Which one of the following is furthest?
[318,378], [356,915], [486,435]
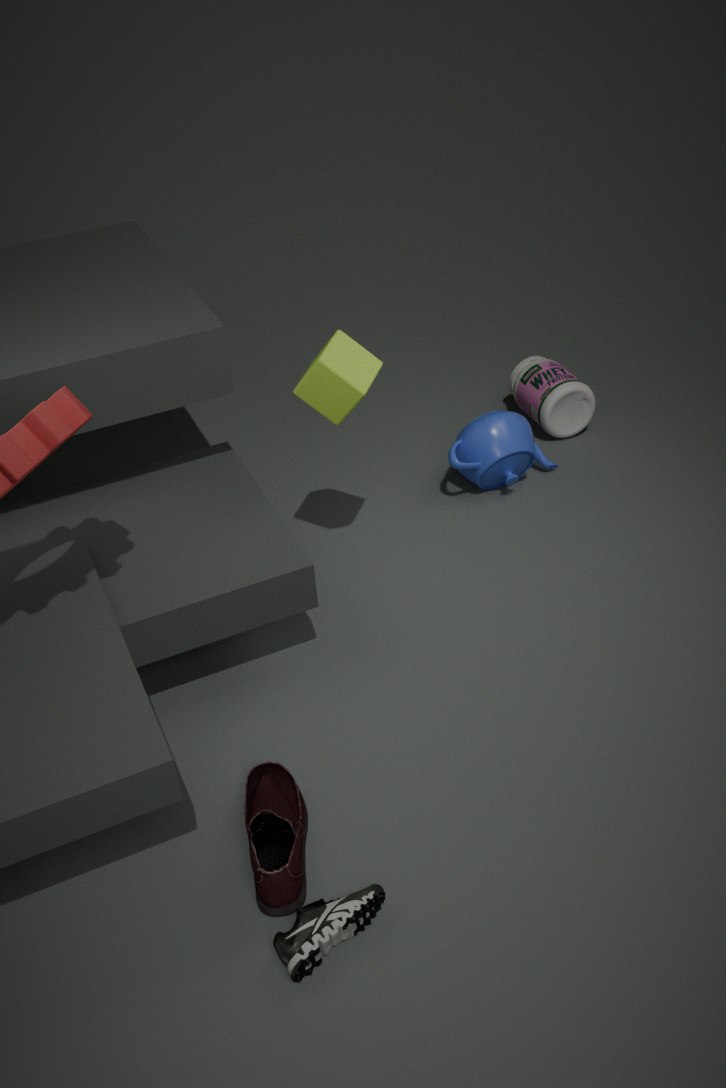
[486,435]
